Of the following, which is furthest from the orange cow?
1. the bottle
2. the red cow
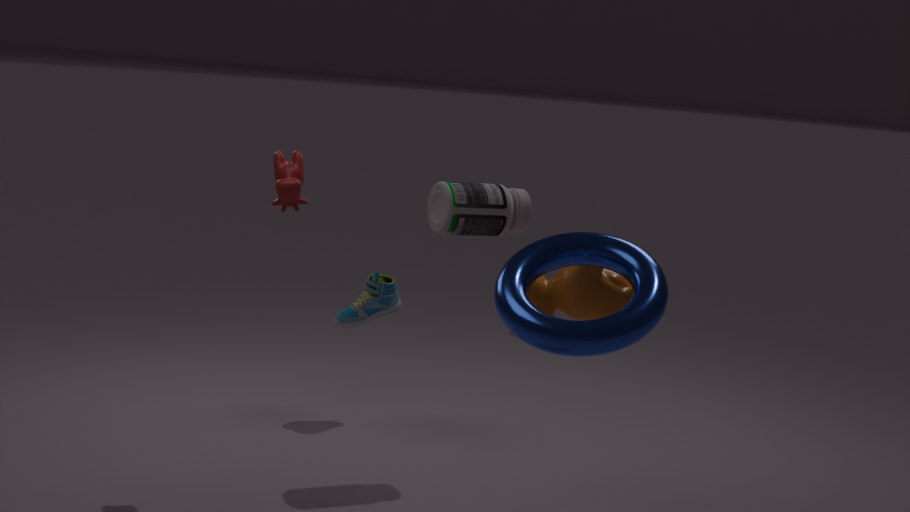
the red cow
